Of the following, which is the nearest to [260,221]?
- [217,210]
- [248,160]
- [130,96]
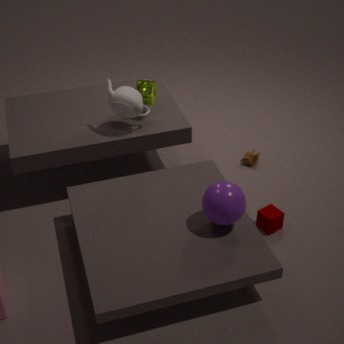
[217,210]
